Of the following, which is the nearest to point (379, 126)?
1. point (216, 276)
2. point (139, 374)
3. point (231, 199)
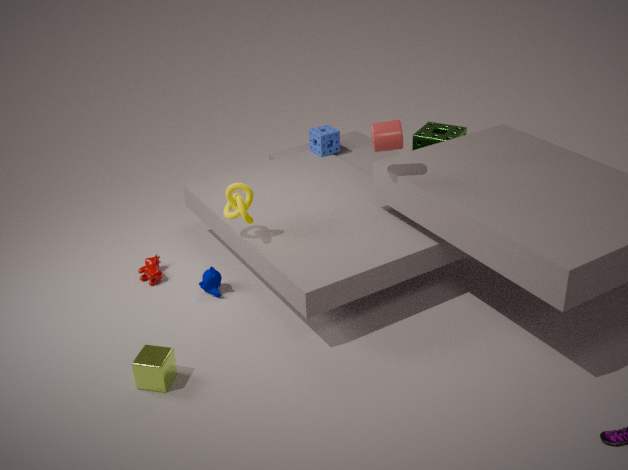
point (231, 199)
